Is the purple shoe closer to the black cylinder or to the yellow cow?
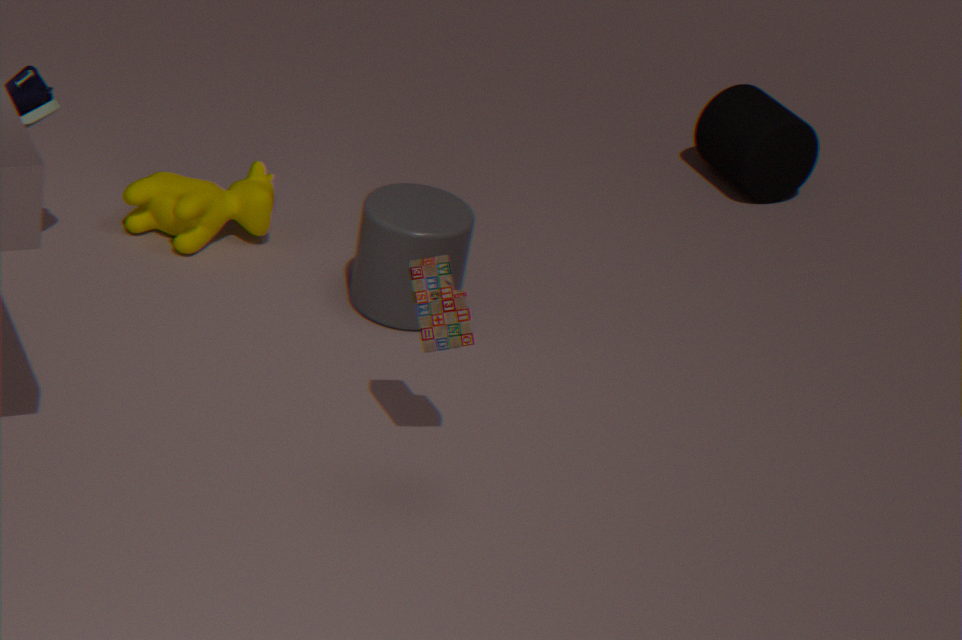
the yellow cow
